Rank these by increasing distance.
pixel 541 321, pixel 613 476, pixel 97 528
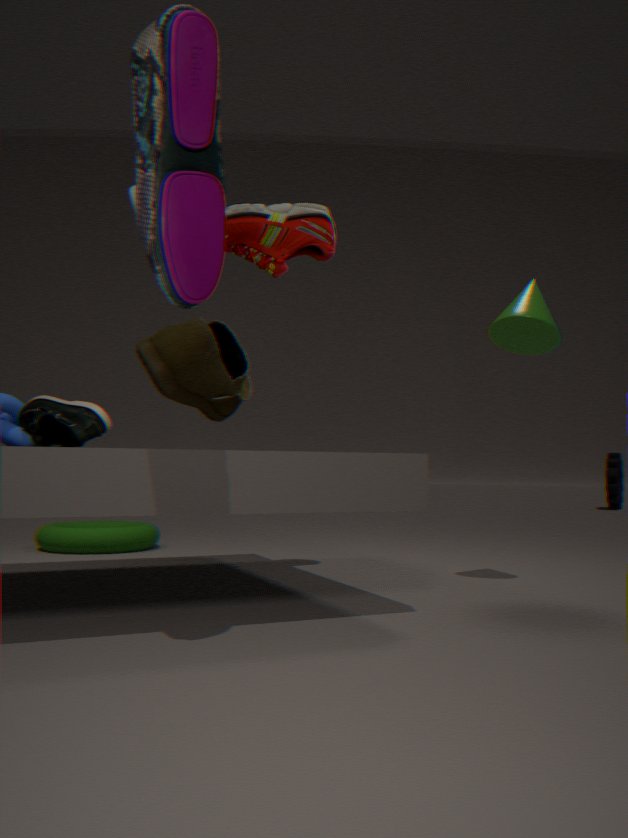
pixel 541 321
pixel 97 528
pixel 613 476
